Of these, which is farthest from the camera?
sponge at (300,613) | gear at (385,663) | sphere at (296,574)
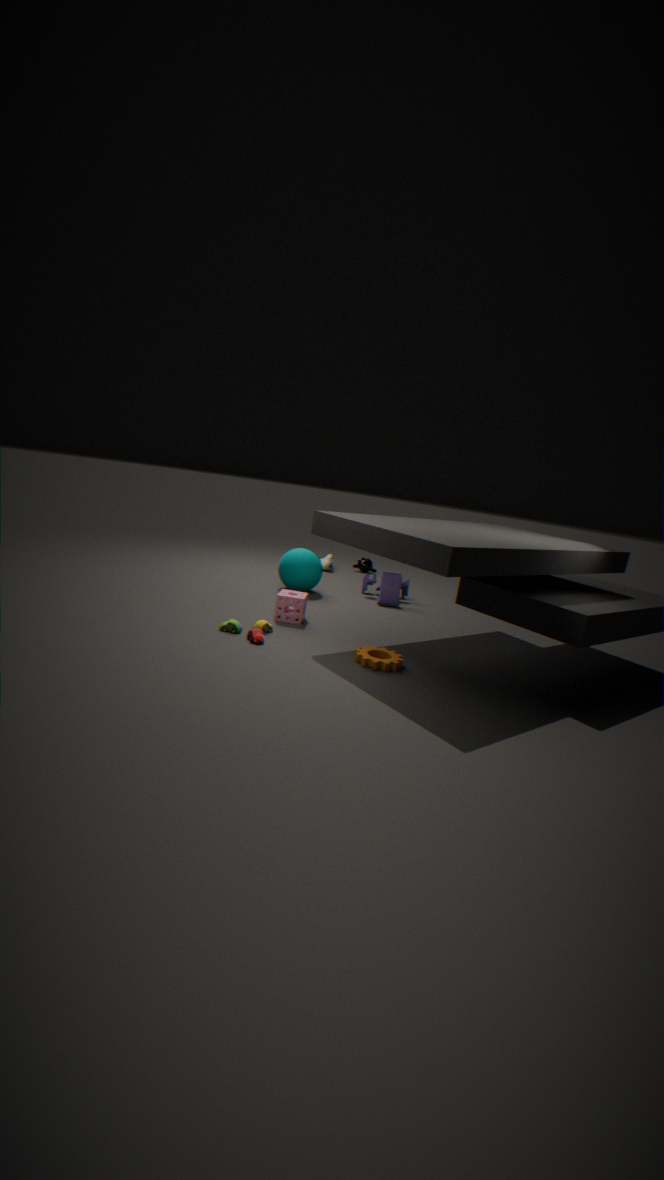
sphere at (296,574)
